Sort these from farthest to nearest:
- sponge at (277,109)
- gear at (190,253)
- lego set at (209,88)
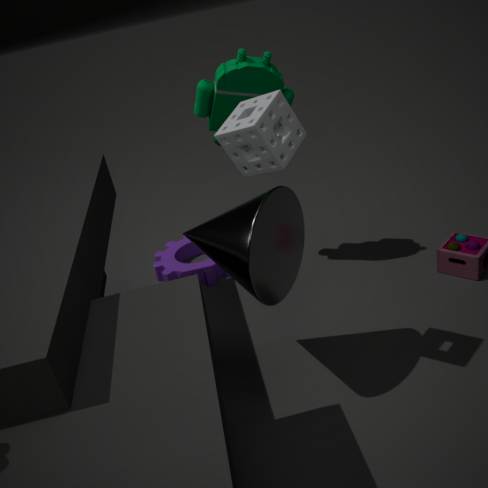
gear at (190,253)
lego set at (209,88)
sponge at (277,109)
